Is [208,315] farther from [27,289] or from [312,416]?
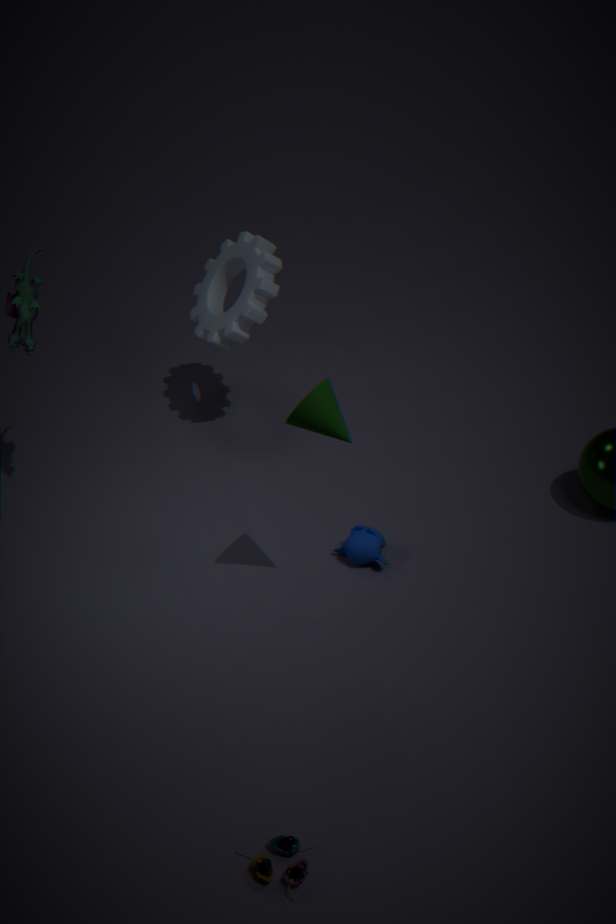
[312,416]
